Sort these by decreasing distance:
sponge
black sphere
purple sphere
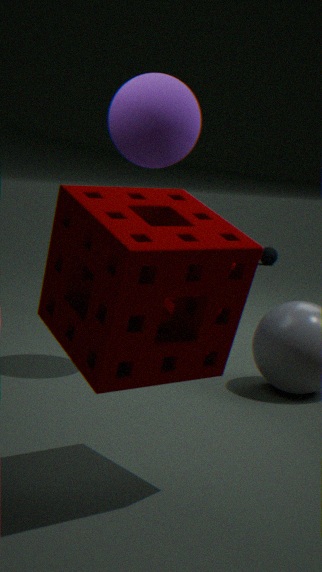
black sphere
purple sphere
sponge
